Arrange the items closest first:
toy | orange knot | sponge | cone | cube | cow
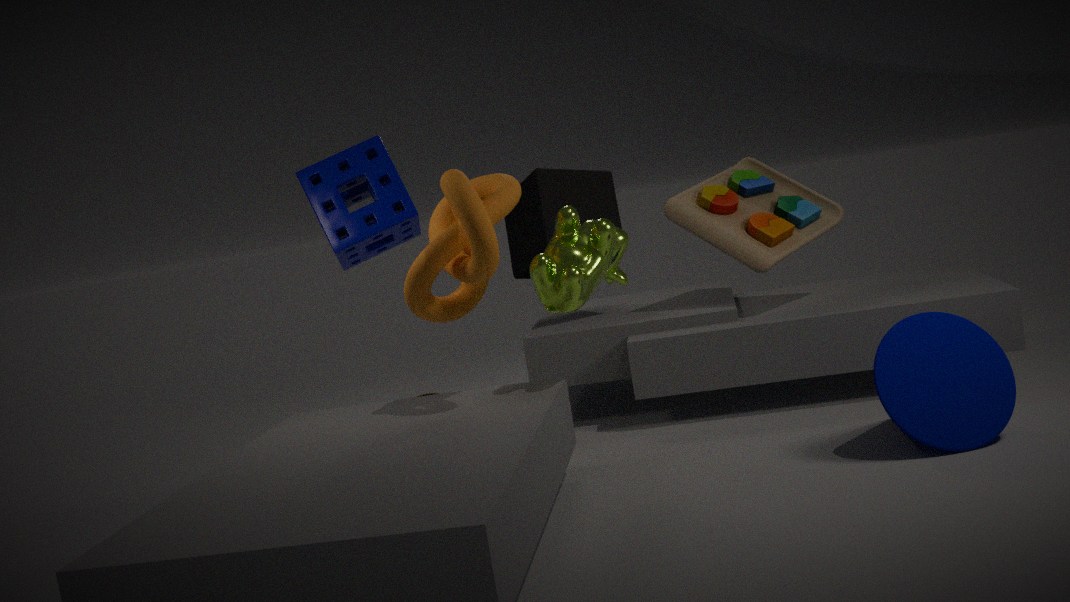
orange knot, cone, cow, toy, sponge, cube
